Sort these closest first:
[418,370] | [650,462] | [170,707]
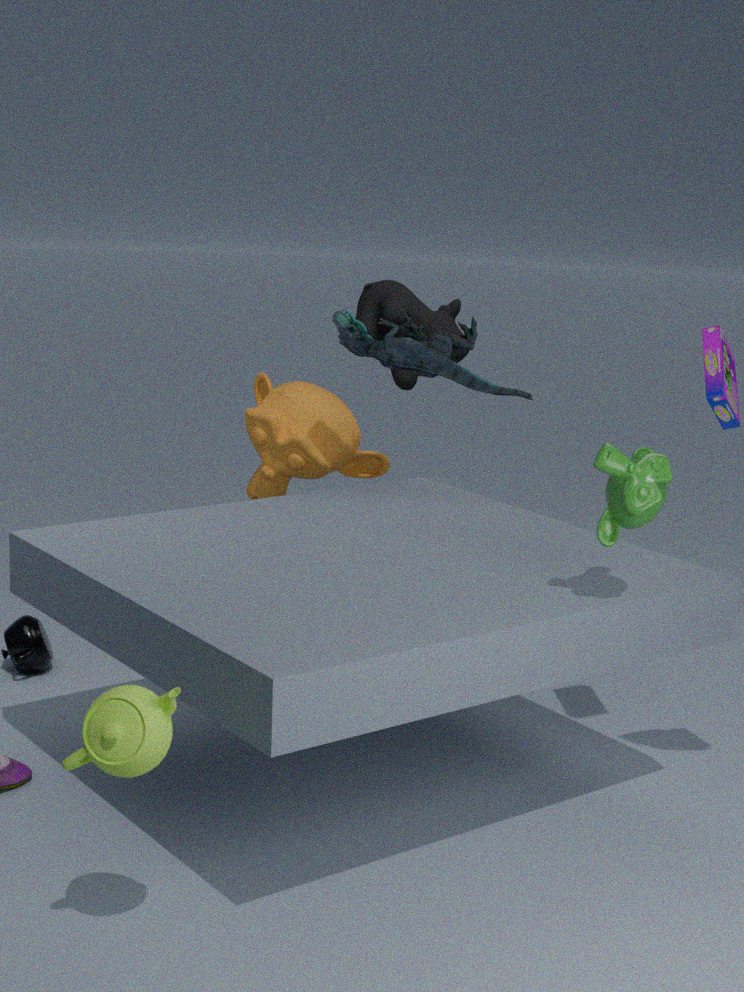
[170,707], [650,462], [418,370]
